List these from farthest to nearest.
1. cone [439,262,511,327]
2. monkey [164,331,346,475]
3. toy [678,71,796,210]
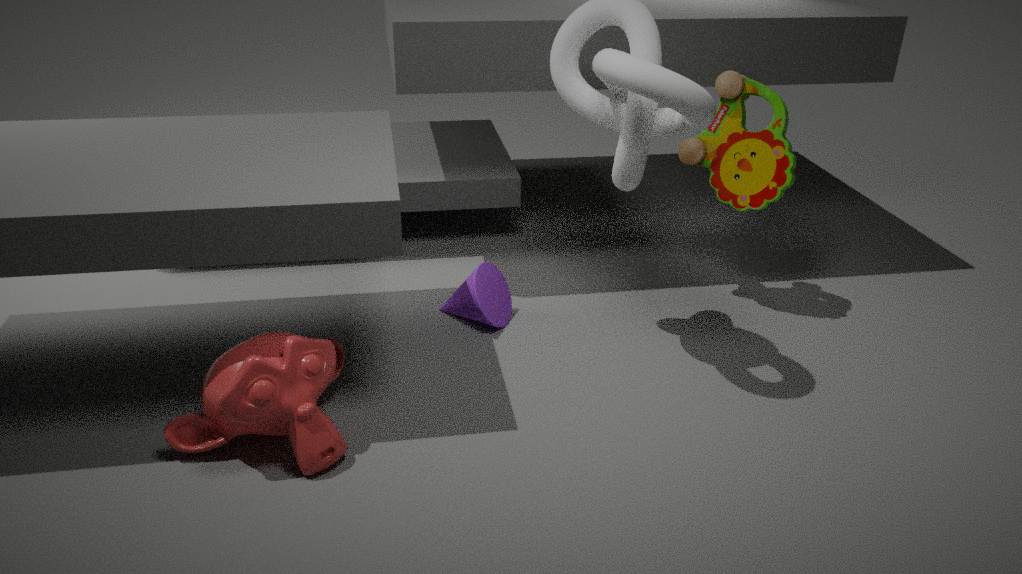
toy [678,71,796,210]
cone [439,262,511,327]
monkey [164,331,346,475]
